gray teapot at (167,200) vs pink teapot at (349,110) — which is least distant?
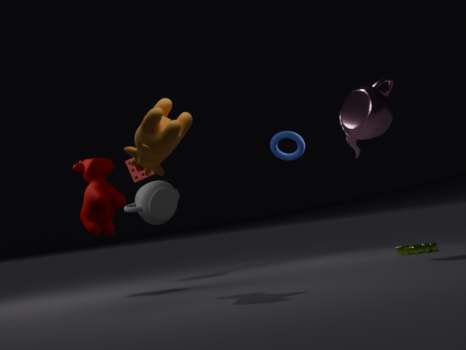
pink teapot at (349,110)
